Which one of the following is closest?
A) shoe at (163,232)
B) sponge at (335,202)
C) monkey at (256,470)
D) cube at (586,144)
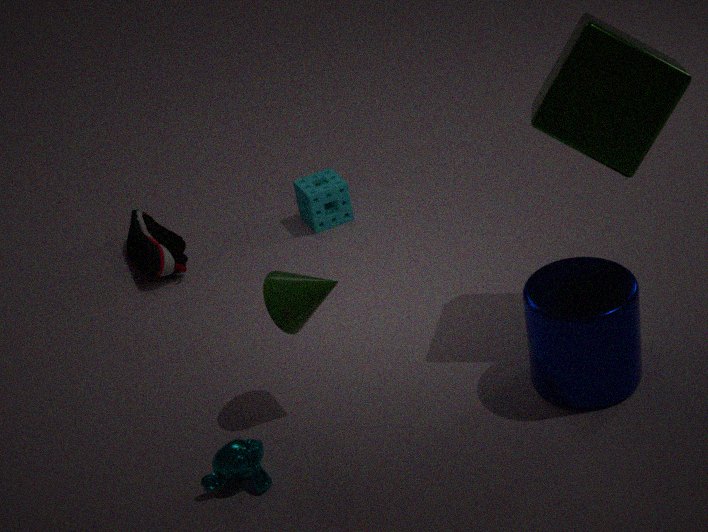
cube at (586,144)
